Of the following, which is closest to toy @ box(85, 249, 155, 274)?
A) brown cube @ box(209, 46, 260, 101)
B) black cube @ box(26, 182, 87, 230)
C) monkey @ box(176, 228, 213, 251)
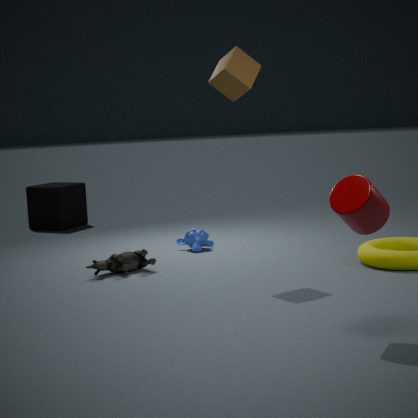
monkey @ box(176, 228, 213, 251)
